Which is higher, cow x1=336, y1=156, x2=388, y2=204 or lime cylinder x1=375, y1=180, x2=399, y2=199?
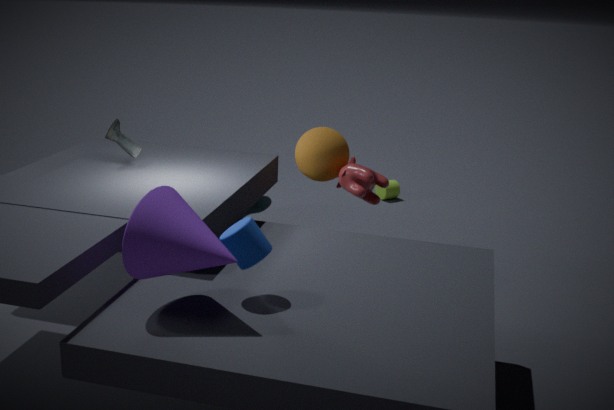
cow x1=336, y1=156, x2=388, y2=204
